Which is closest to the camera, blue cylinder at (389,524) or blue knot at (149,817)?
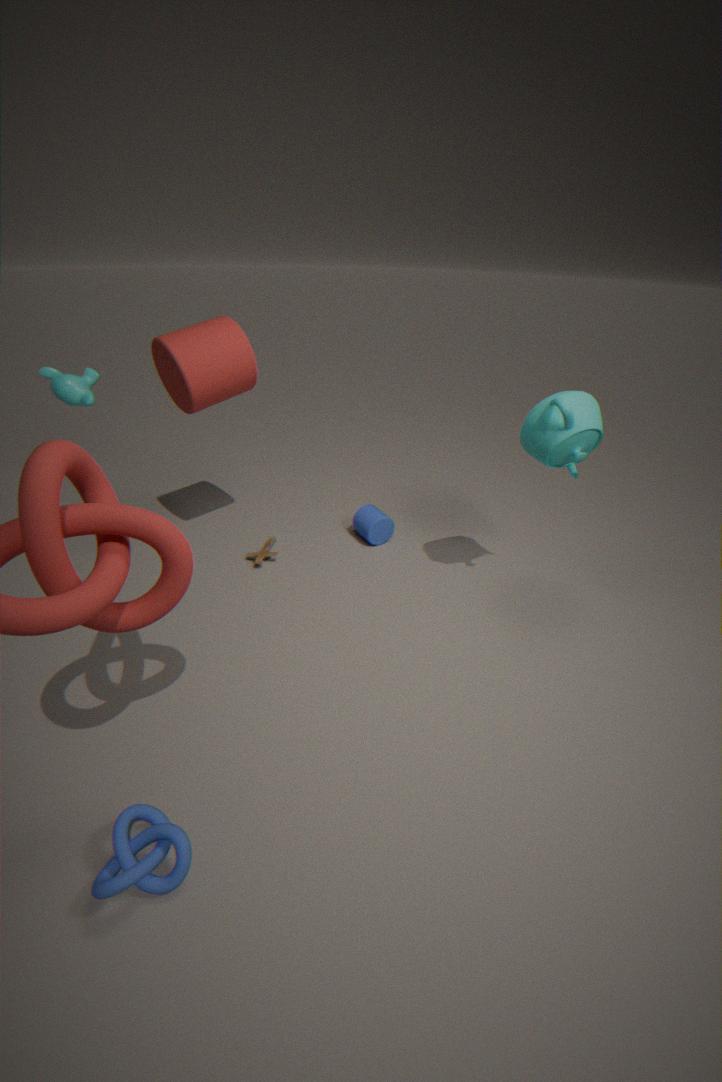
blue knot at (149,817)
